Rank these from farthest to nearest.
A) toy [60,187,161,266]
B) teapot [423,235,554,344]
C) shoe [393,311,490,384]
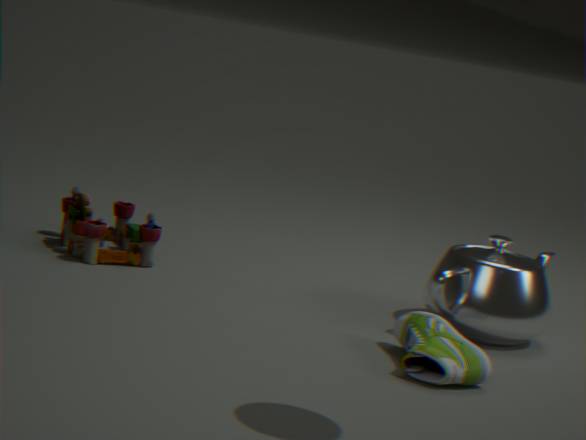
toy [60,187,161,266] < teapot [423,235,554,344] < shoe [393,311,490,384]
